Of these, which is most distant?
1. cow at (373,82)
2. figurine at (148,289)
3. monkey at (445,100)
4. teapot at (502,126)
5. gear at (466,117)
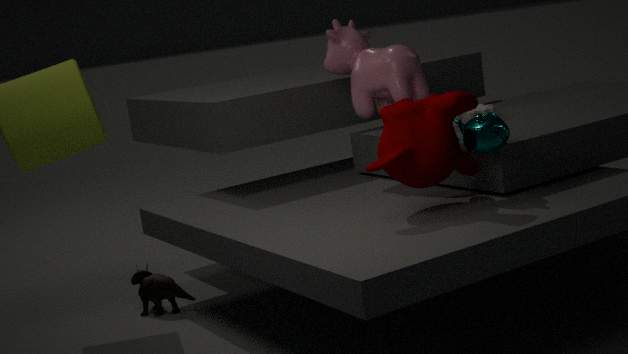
figurine at (148,289)
